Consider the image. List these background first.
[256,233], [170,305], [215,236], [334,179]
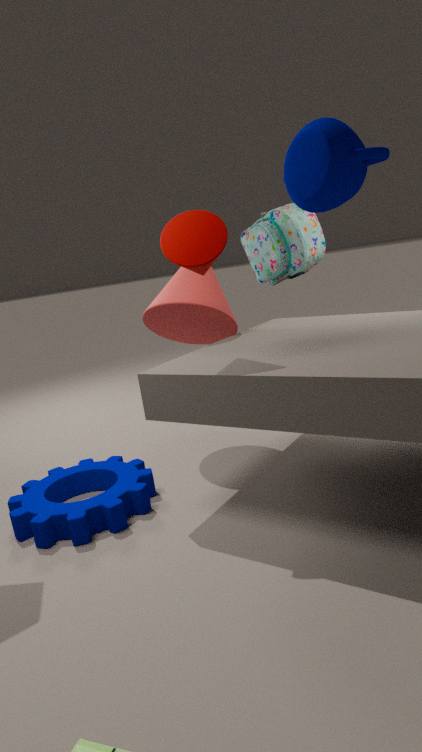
[256,233] < [170,305] < [215,236] < [334,179]
